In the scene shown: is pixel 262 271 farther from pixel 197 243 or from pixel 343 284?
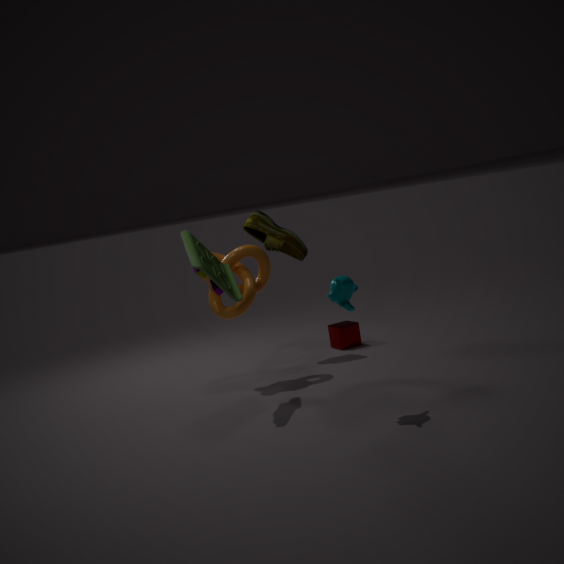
pixel 343 284
